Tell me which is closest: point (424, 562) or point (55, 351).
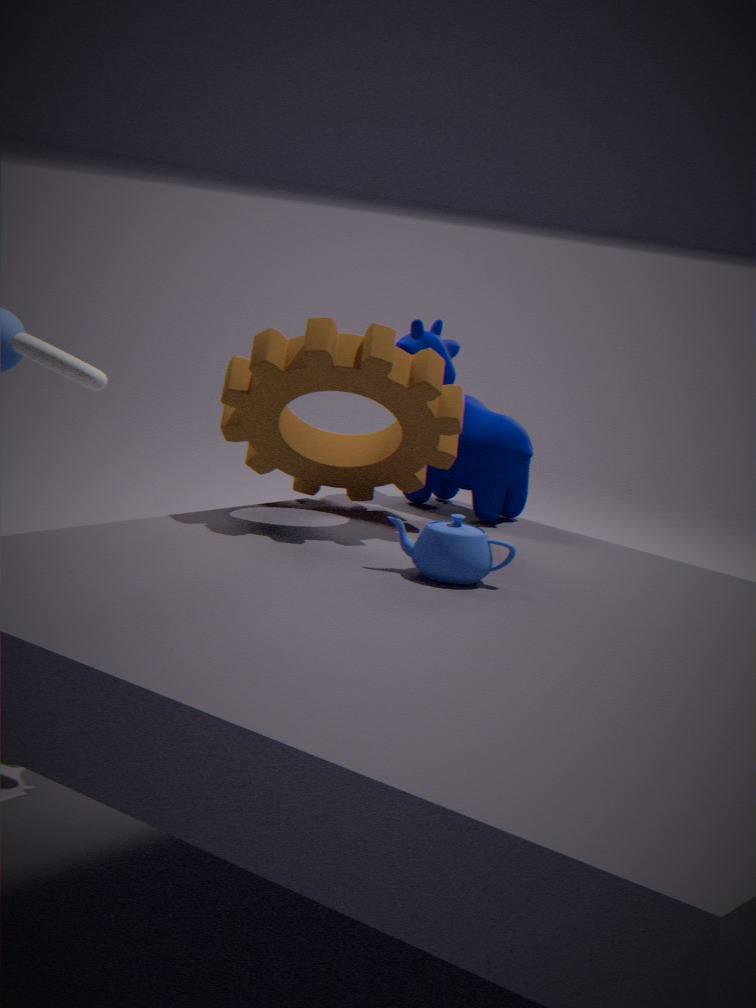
point (424, 562)
